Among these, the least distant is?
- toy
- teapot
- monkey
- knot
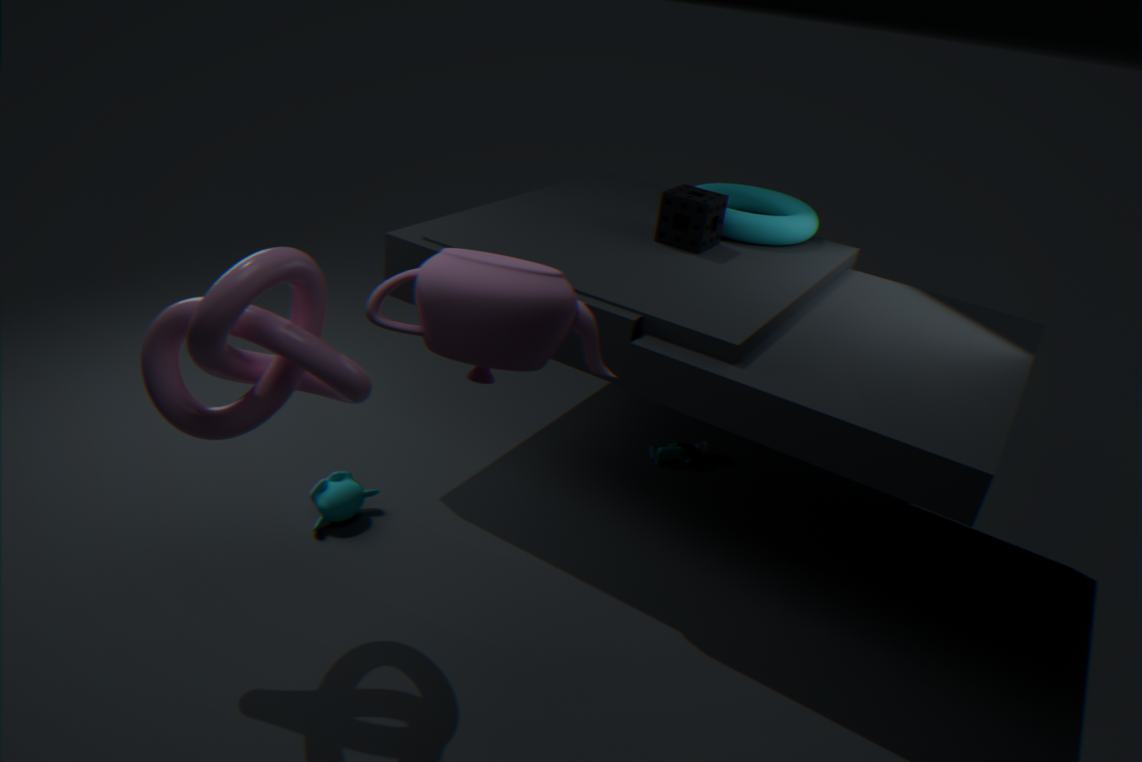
teapot
